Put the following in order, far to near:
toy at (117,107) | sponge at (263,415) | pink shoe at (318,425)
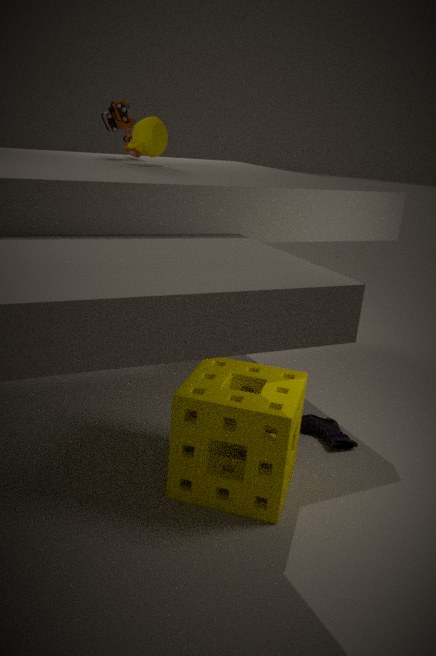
toy at (117,107), pink shoe at (318,425), sponge at (263,415)
